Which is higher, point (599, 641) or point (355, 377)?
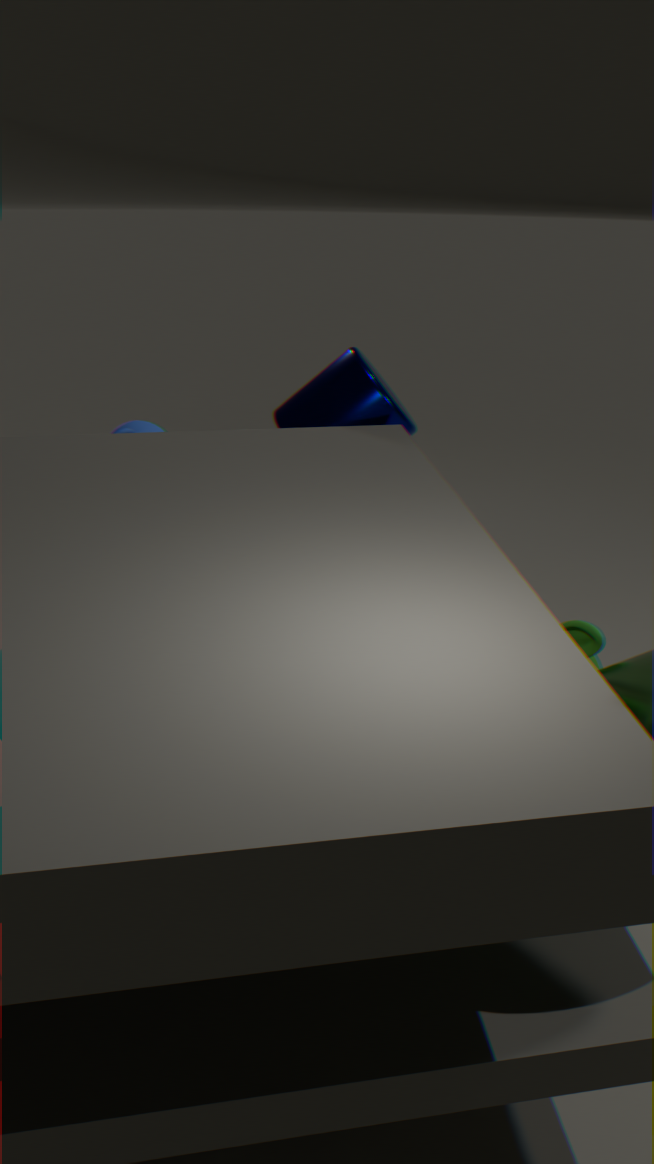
point (355, 377)
